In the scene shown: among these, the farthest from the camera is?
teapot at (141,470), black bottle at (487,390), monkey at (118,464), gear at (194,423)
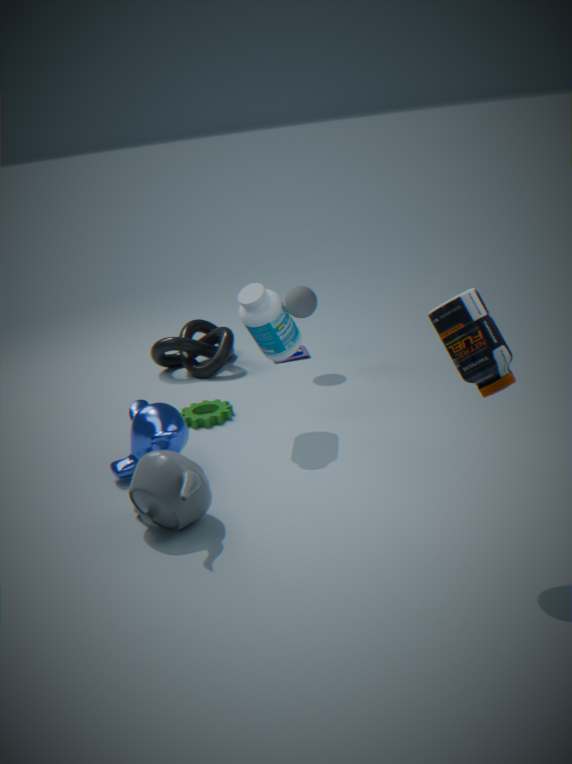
gear at (194,423)
